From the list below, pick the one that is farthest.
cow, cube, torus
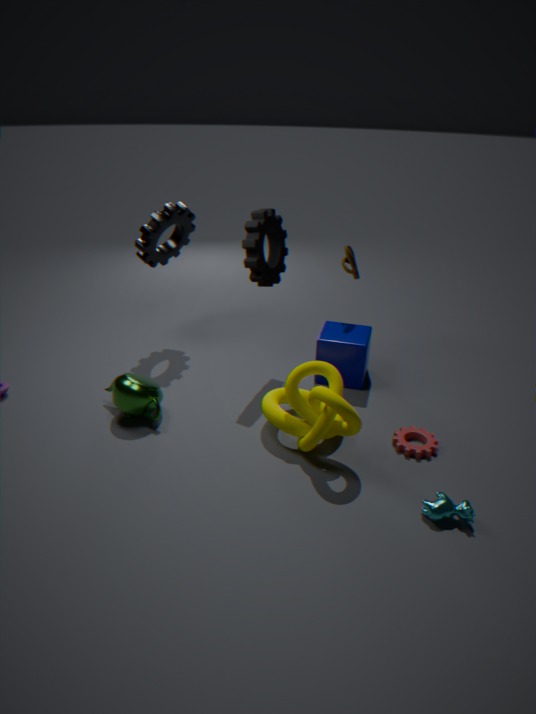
cube
